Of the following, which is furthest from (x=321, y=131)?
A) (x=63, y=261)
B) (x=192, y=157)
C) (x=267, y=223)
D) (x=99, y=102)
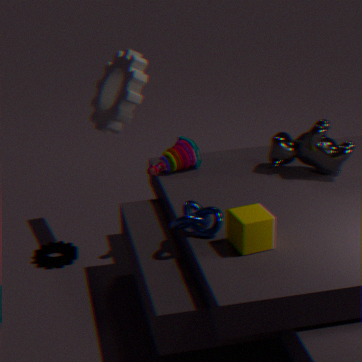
(x=63, y=261)
